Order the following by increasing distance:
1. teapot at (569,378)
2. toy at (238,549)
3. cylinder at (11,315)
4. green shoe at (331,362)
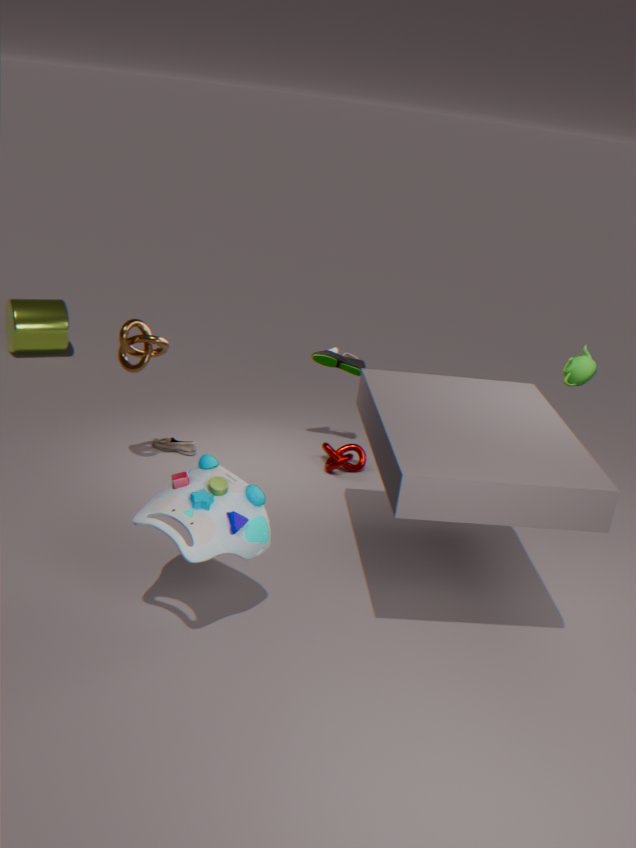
toy at (238,549), teapot at (569,378), green shoe at (331,362), cylinder at (11,315)
